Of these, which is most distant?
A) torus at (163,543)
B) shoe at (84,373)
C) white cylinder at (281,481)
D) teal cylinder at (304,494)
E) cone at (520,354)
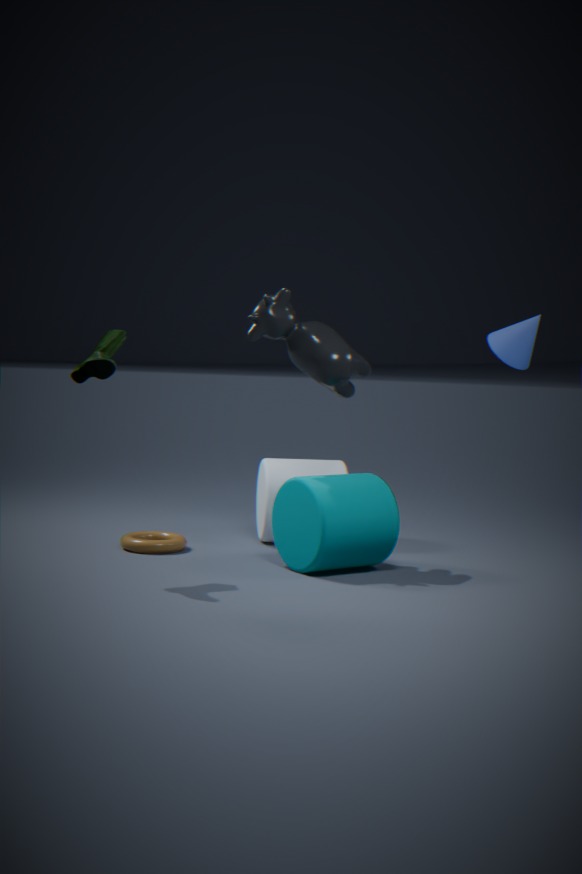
white cylinder at (281,481)
